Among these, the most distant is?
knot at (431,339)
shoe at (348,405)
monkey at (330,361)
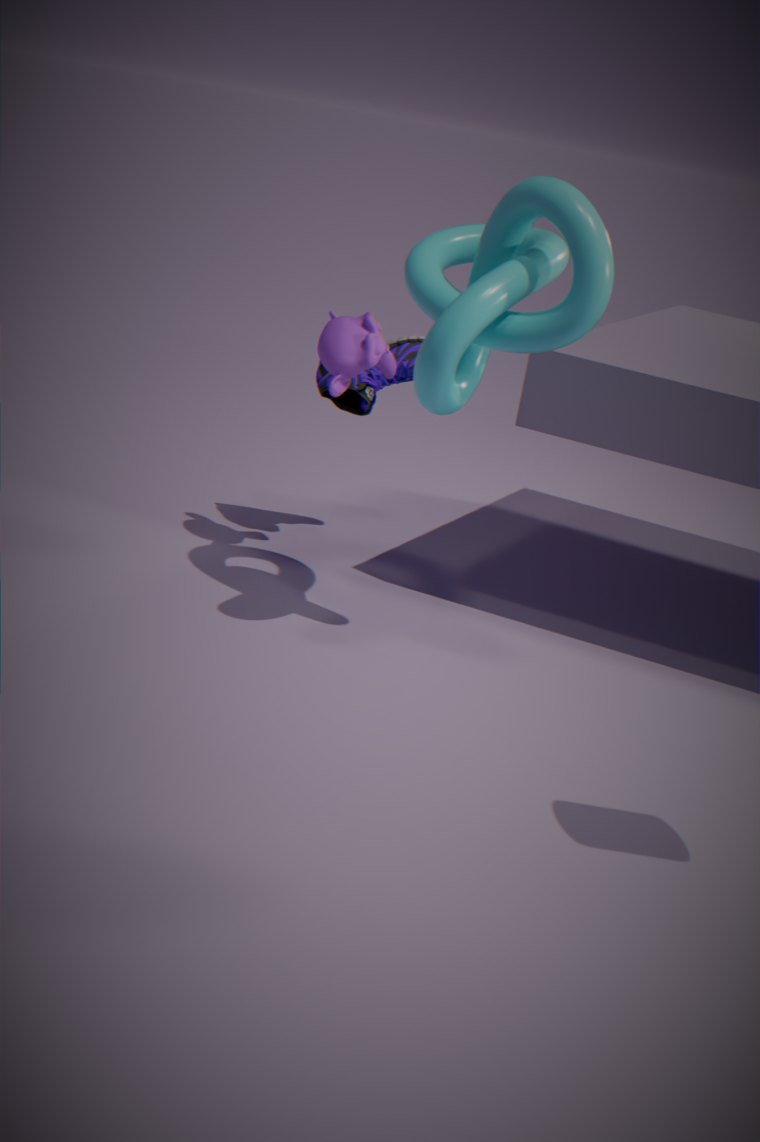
shoe at (348,405)
